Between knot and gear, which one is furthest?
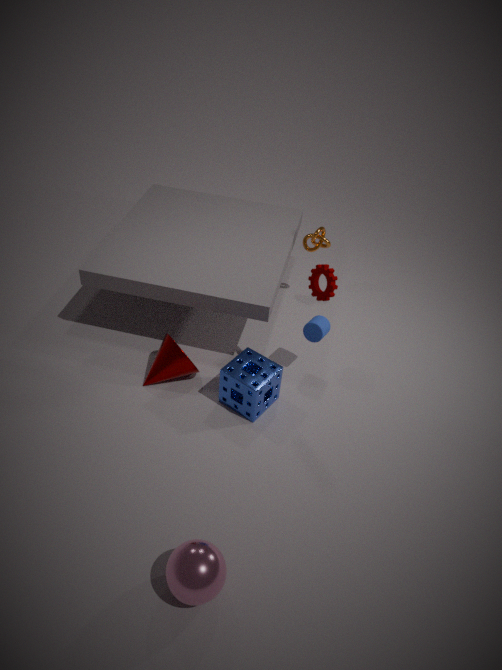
knot
